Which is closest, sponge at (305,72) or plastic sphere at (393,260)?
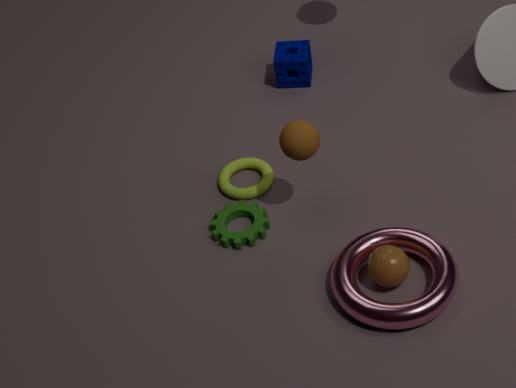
plastic sphere at (393,260)
